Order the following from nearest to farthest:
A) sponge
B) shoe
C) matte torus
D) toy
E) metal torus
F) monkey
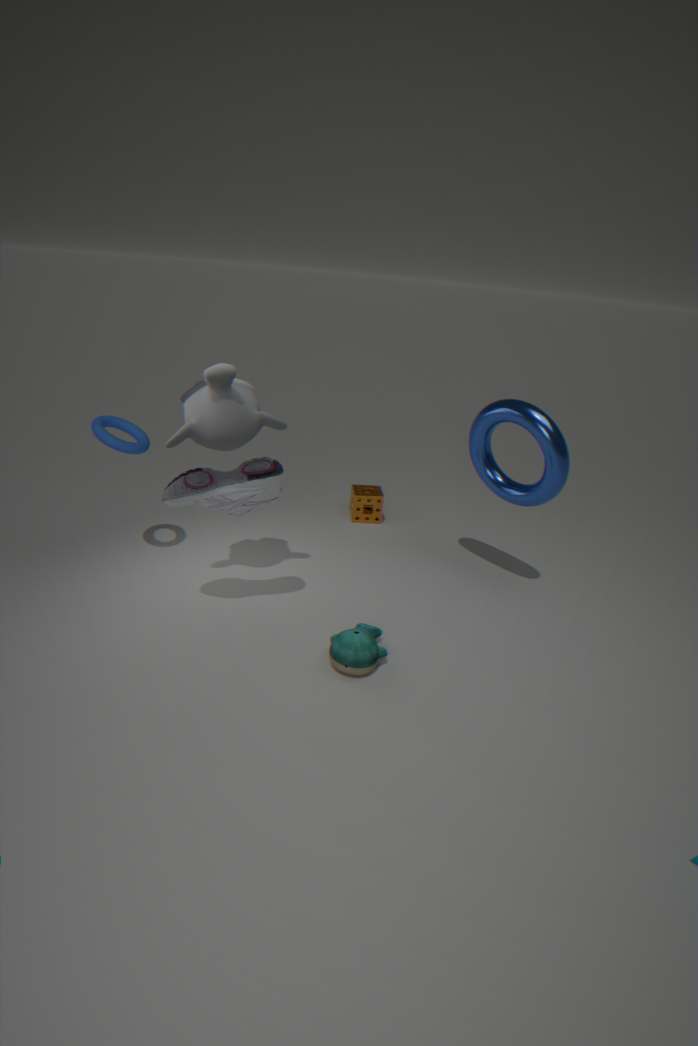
toy < shoe < monkey < metal torus < matte torus < sponge
